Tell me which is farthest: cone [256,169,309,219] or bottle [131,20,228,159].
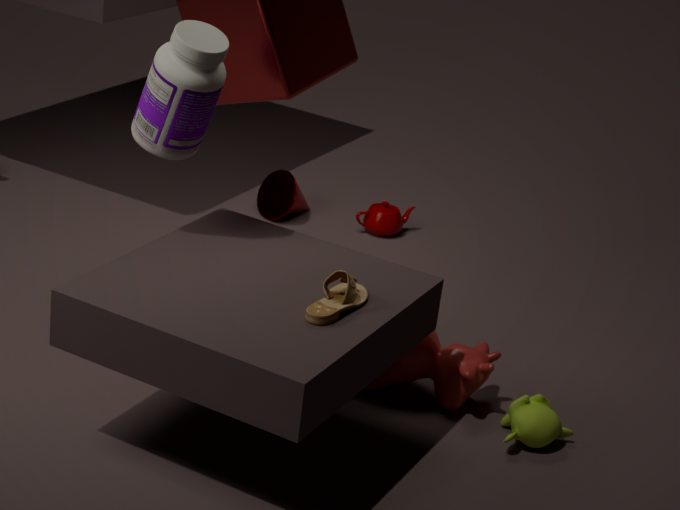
cone [256,169,309,219]
